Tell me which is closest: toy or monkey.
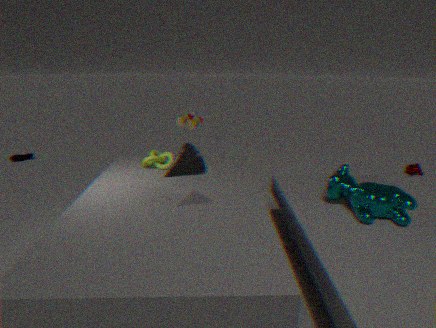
toy
